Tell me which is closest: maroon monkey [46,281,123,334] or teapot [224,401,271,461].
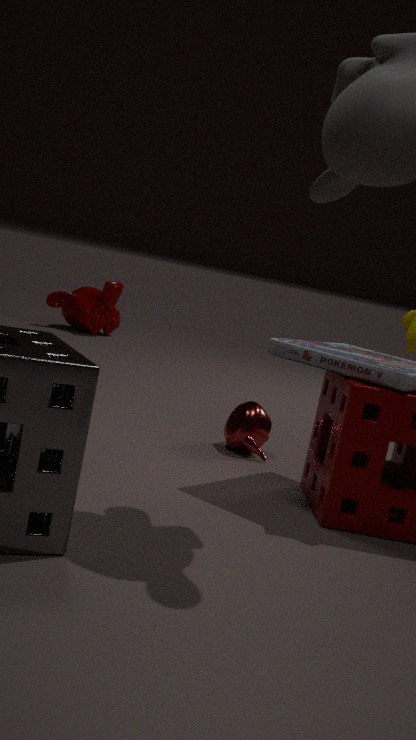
teapot [224,401,271,461]
